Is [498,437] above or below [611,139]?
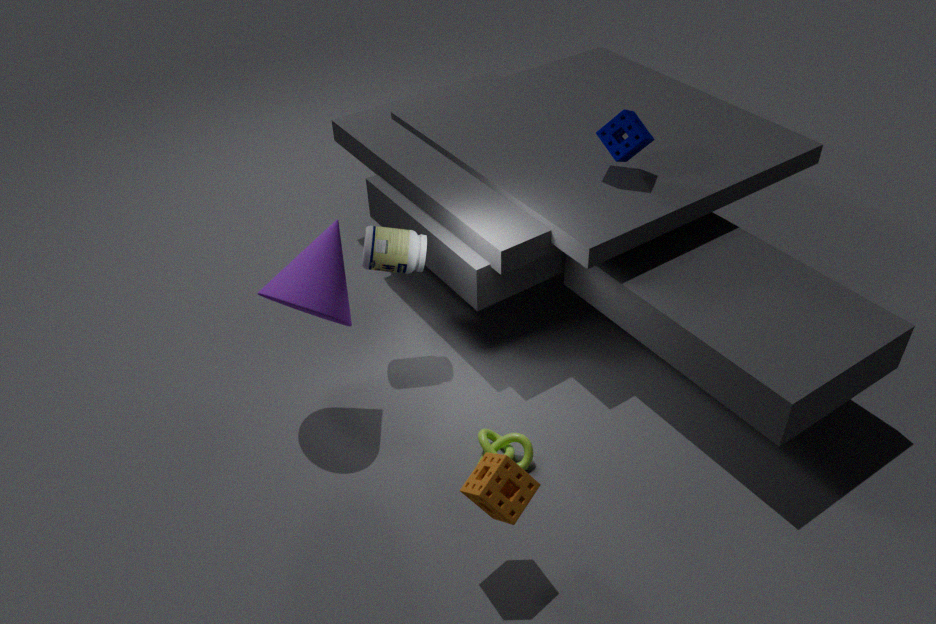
below
